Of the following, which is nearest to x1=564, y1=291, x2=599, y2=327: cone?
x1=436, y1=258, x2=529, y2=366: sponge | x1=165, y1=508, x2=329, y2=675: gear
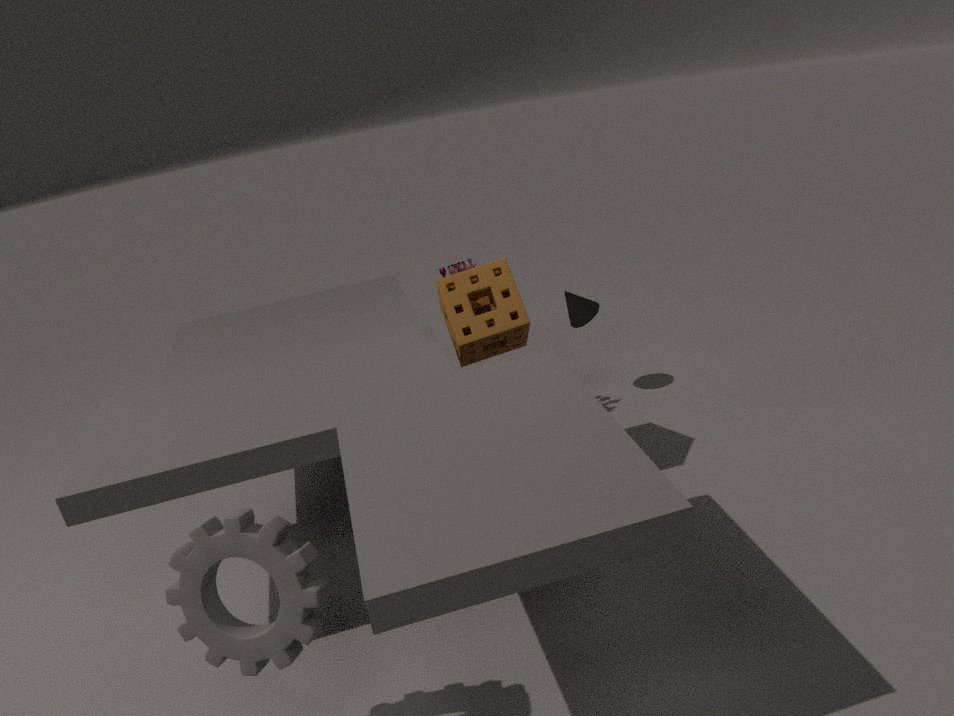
x1=436, y1=258, x2=529, y2=366: sponge
